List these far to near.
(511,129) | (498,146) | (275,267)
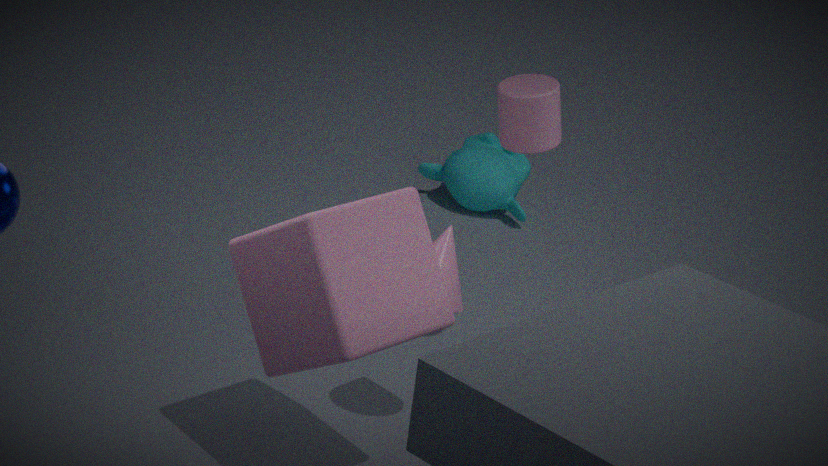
1. (498,146)
2. (511,129)
3. (275,267)
